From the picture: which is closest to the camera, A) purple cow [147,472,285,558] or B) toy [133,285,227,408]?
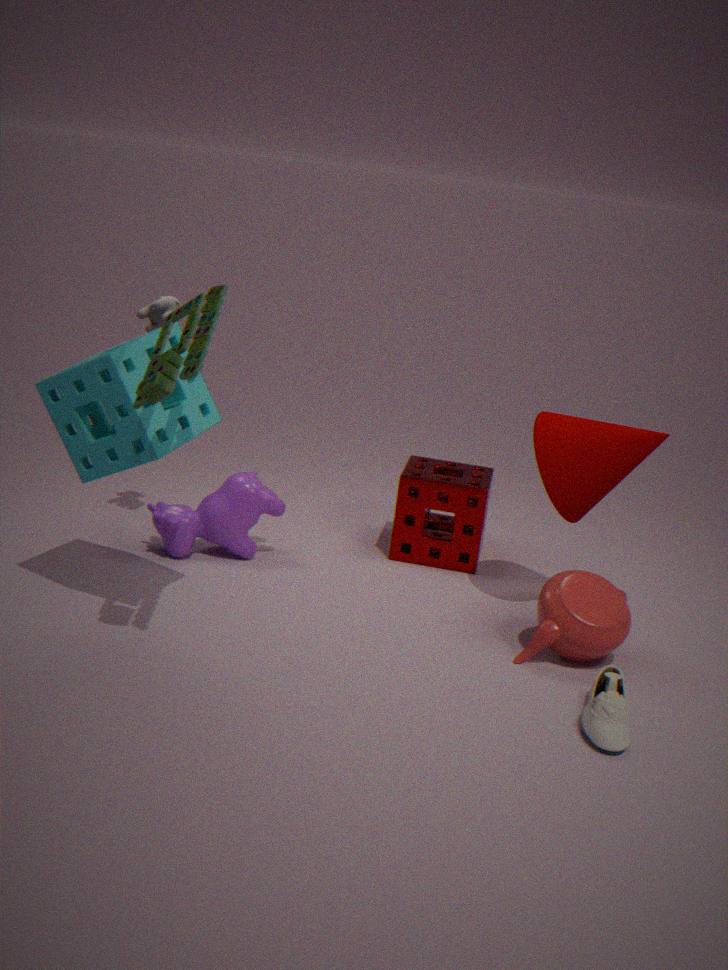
B. toy [133,285,227,408]
